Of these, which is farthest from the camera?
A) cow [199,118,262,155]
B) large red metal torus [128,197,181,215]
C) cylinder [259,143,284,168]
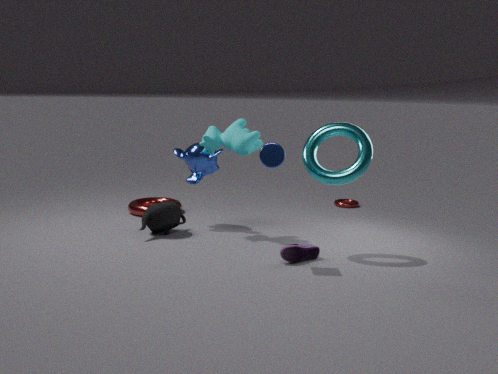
large red metal torus [128,197,181,215]
